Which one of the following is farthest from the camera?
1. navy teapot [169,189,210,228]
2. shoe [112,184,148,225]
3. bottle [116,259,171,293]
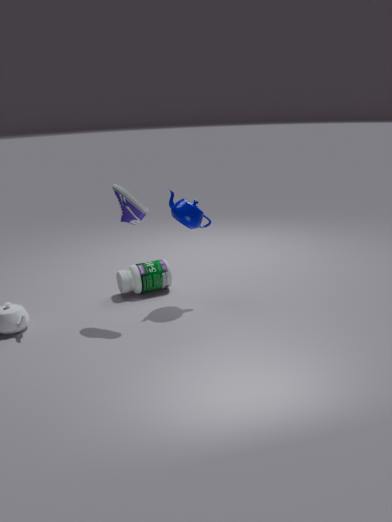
bottle [116,259,171,293]
